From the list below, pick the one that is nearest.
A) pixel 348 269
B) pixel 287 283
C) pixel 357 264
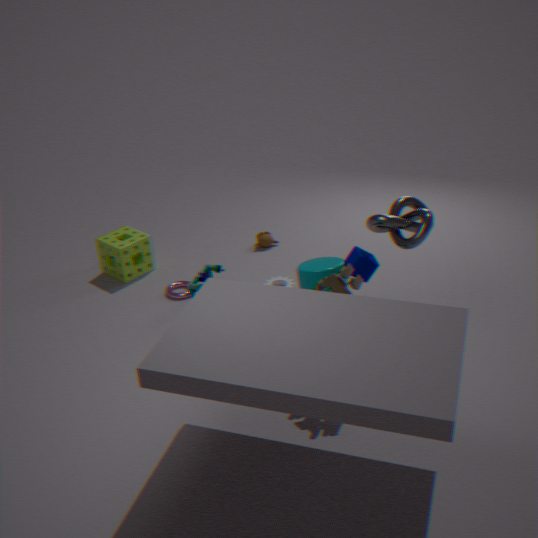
pixel 348 269
